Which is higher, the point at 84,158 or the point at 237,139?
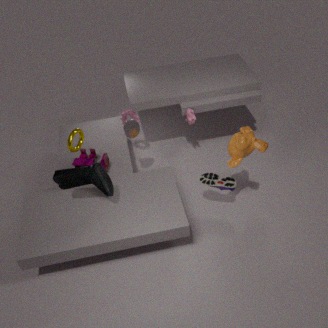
the point at 237,139
